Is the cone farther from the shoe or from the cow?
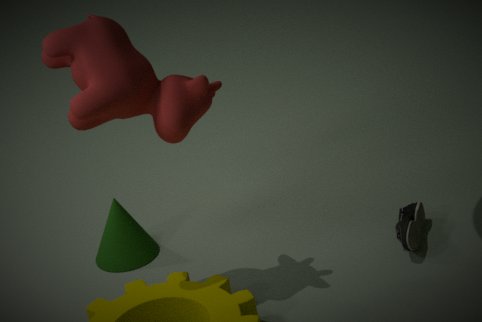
the shoe
